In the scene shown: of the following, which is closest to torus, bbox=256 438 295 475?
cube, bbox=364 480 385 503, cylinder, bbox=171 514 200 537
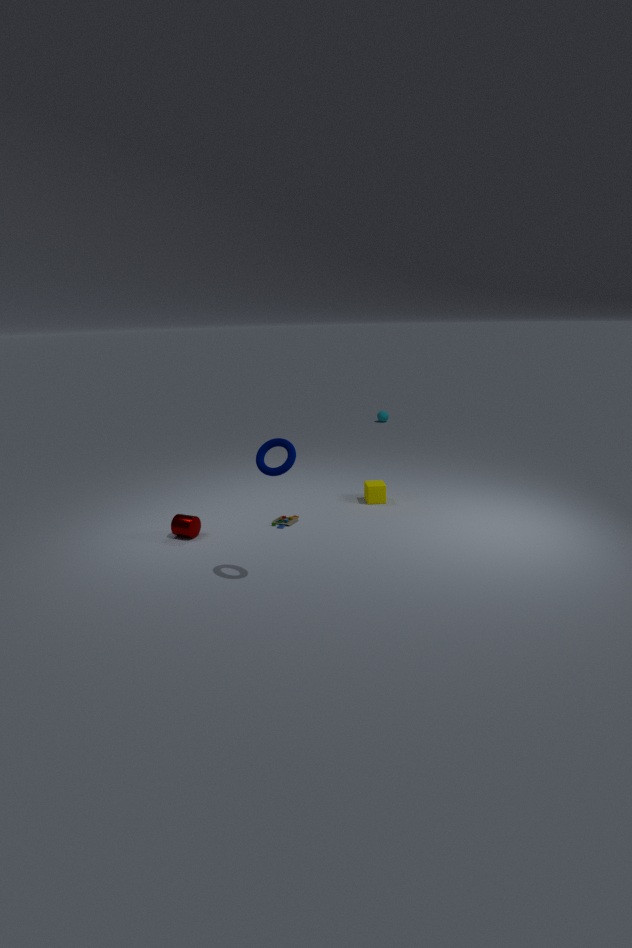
cylinder, bbox=171 514 200 537
